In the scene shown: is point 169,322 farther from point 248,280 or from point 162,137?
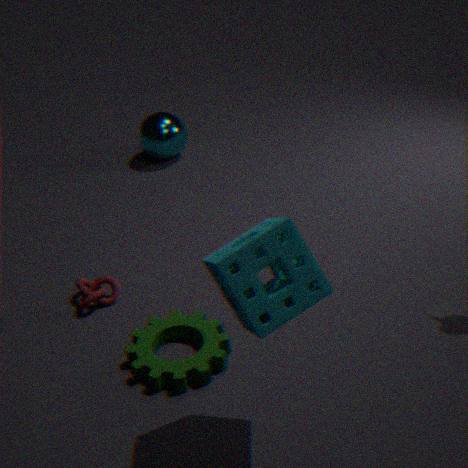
point 162,137
